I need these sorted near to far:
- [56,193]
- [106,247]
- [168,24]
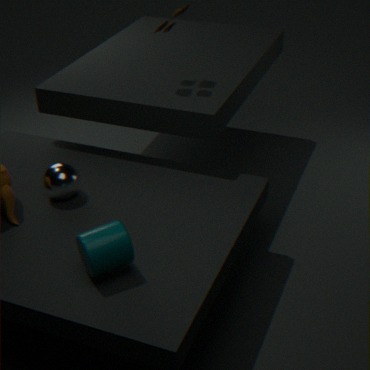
[106,247] < [56,193] < [168,24]
